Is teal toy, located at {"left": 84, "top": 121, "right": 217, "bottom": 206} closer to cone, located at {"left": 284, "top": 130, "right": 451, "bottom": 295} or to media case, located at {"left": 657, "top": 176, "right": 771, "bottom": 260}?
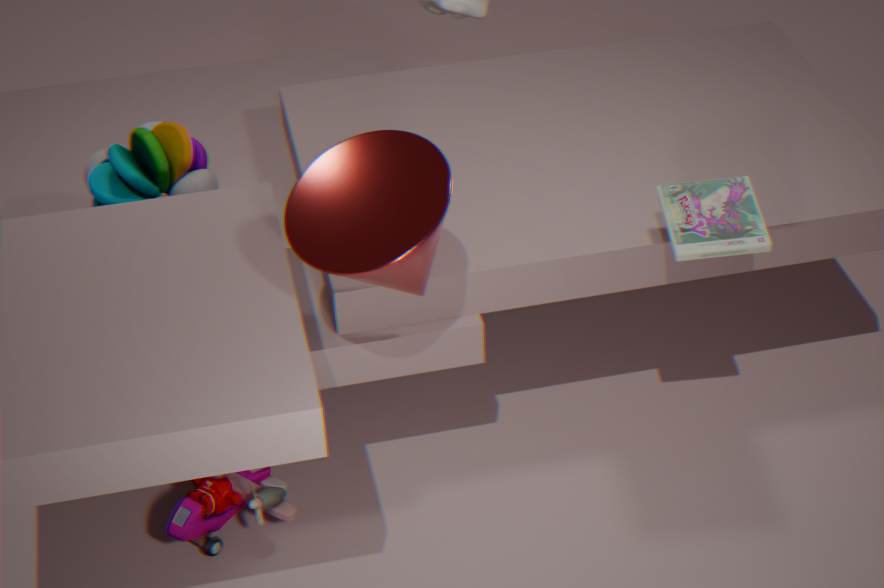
cone, located at {"left": 284, "top": 130, "right": 451, "bottom": 295}
